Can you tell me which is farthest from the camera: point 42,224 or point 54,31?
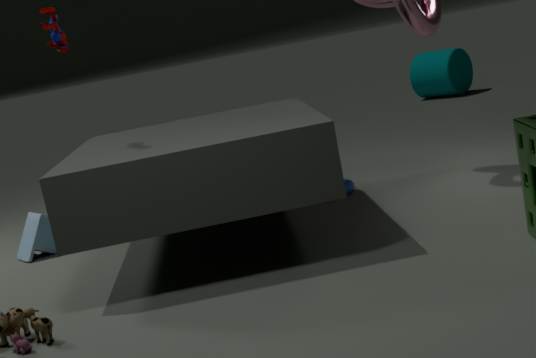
point 42,224
